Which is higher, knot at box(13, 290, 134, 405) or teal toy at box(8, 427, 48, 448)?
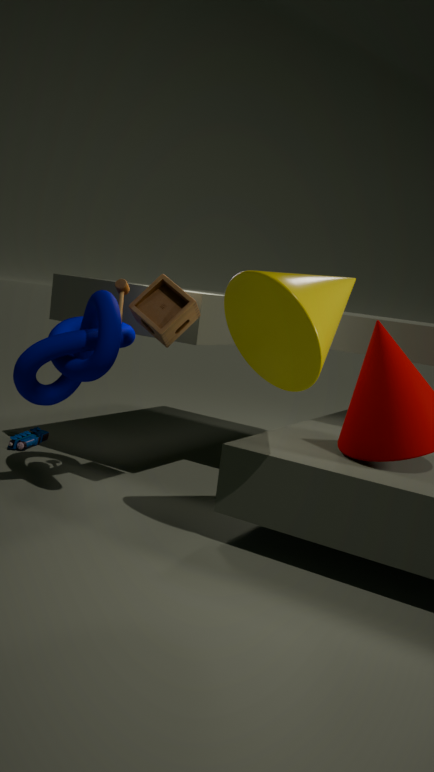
knot at box(13, 290, 134, 405)
